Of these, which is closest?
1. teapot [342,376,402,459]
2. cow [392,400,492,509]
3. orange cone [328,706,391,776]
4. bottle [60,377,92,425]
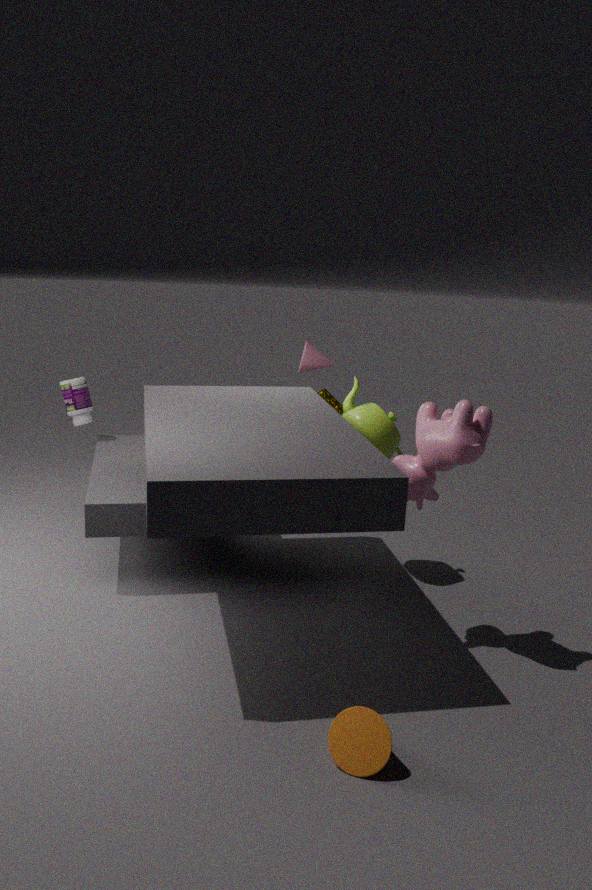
orange cone [328,706,391,776]
